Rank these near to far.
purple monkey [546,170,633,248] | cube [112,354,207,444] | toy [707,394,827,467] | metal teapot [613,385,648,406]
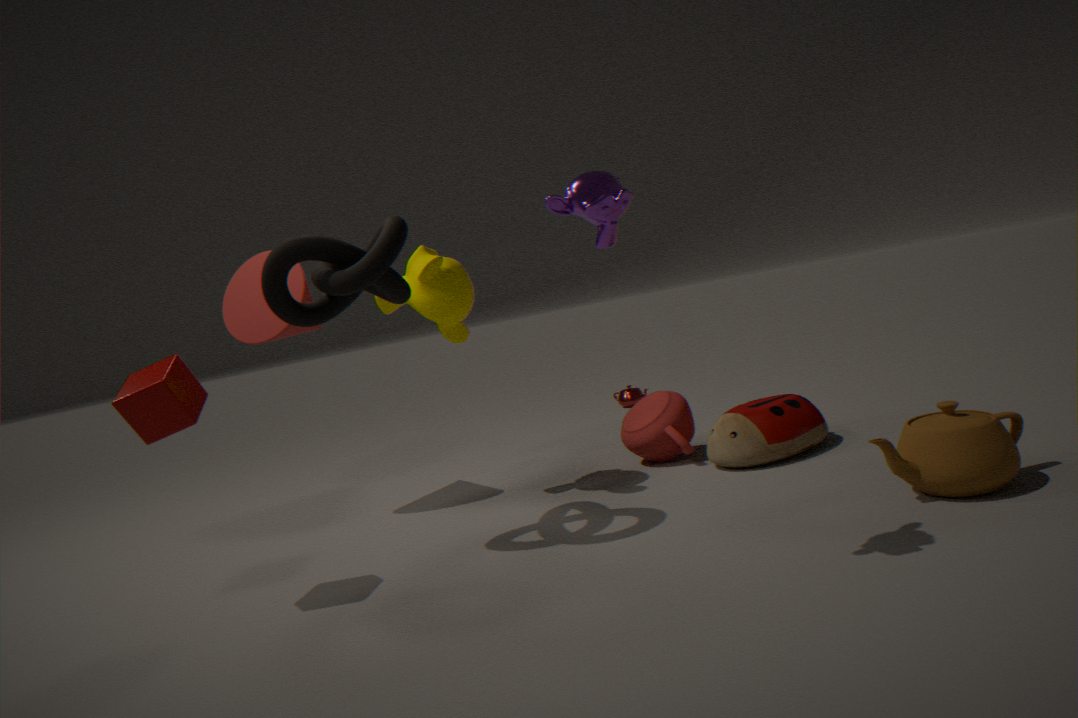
purple monkey [546,170,633,248] → cube [112,354,207,444] → toy [707,394,827,467] → metal teapot [613,385,648,406]
